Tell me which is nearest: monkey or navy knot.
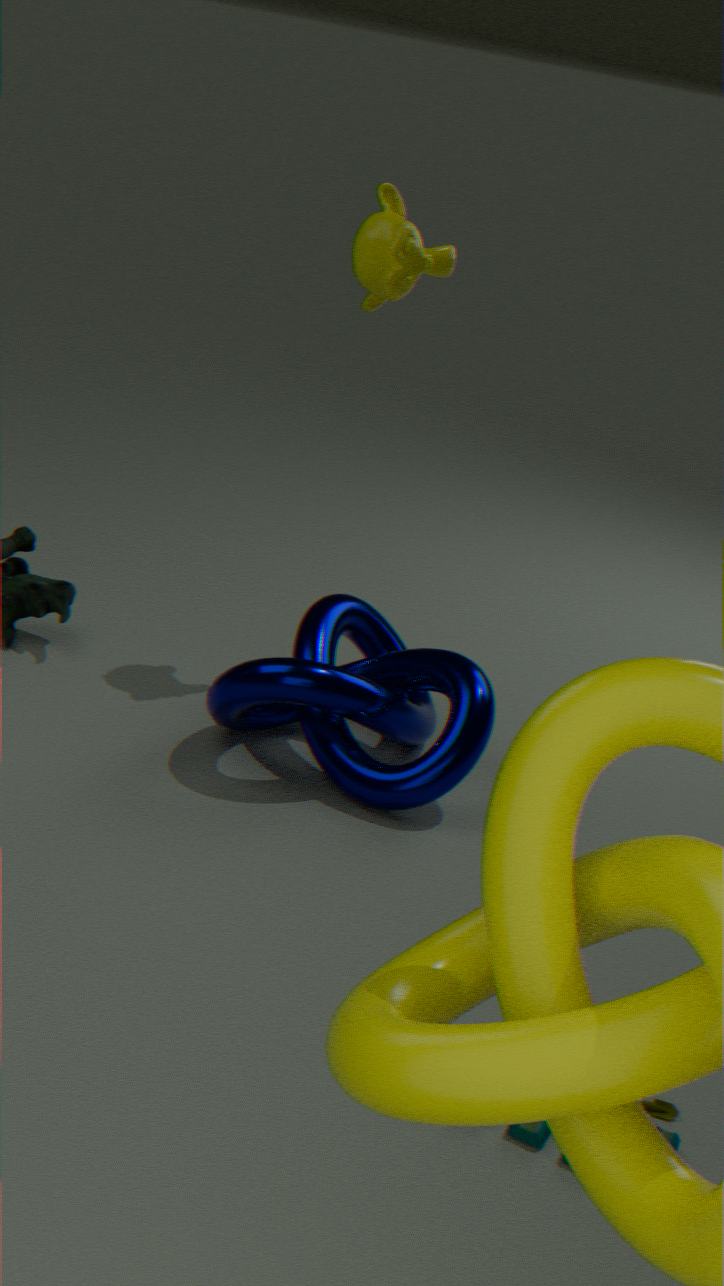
navy knot
